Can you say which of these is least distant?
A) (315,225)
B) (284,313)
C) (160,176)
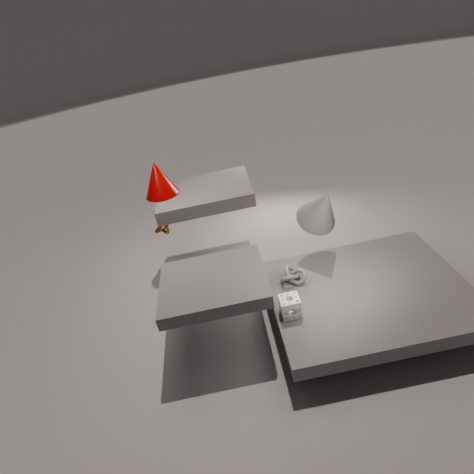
(284,313)
